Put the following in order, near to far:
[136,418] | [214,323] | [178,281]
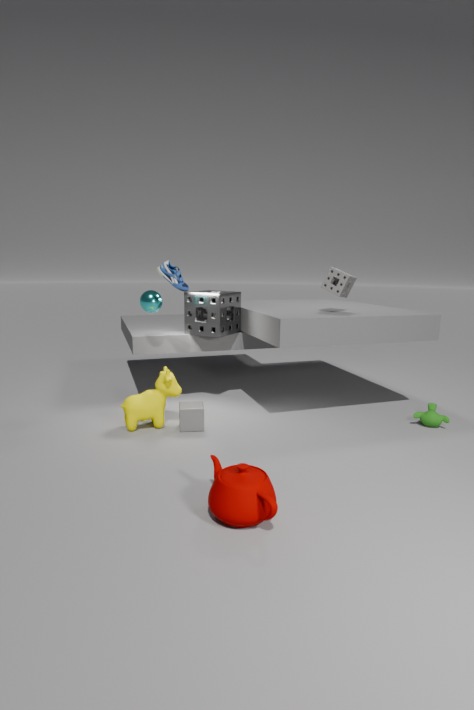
[136,418] → [178,281] → [214,323]
